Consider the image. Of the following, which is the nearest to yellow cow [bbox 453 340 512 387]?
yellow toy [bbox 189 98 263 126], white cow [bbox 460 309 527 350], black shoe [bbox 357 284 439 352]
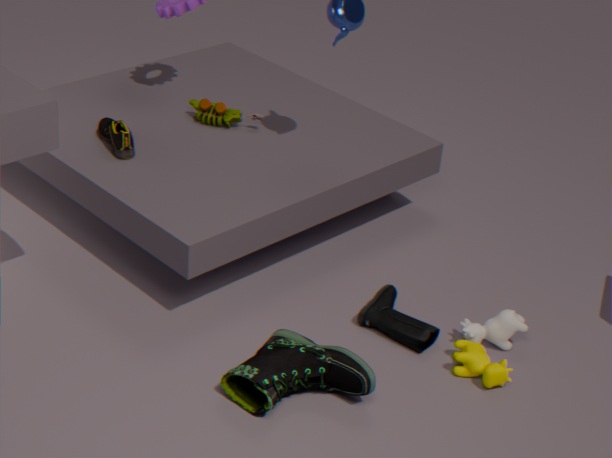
white cow [bbox 460 309 527 350]
